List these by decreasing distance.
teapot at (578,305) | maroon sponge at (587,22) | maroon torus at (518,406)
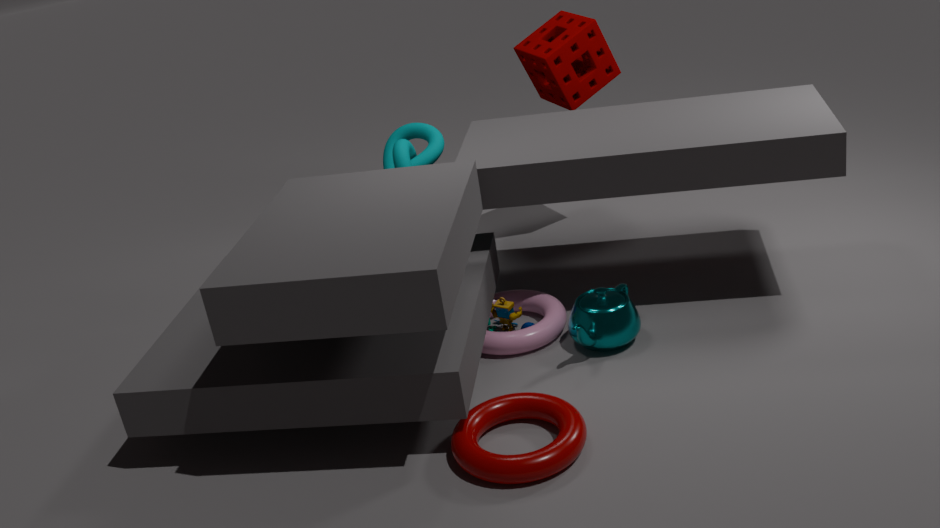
1. maroon sponge at (587,22)
2. teapot at (578,305)
3. maroon torus at (518,406)
